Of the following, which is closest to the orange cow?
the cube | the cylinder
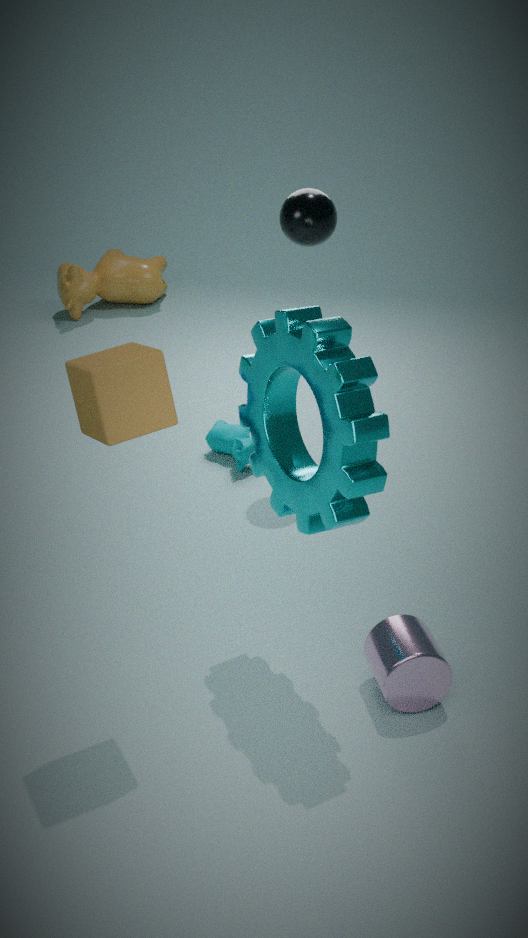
the cube
